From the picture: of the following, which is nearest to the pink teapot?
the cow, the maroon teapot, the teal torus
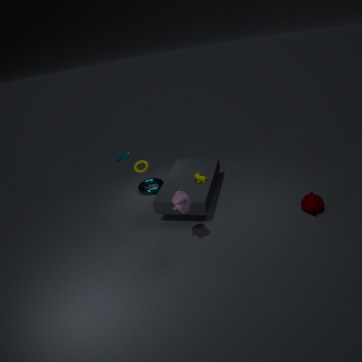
the cow
